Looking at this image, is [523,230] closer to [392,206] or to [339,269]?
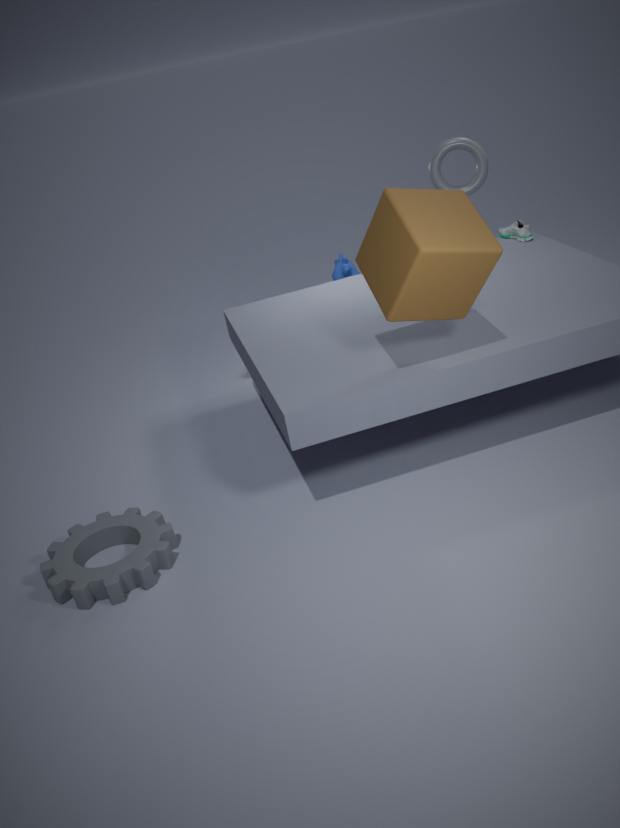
[339,269]
